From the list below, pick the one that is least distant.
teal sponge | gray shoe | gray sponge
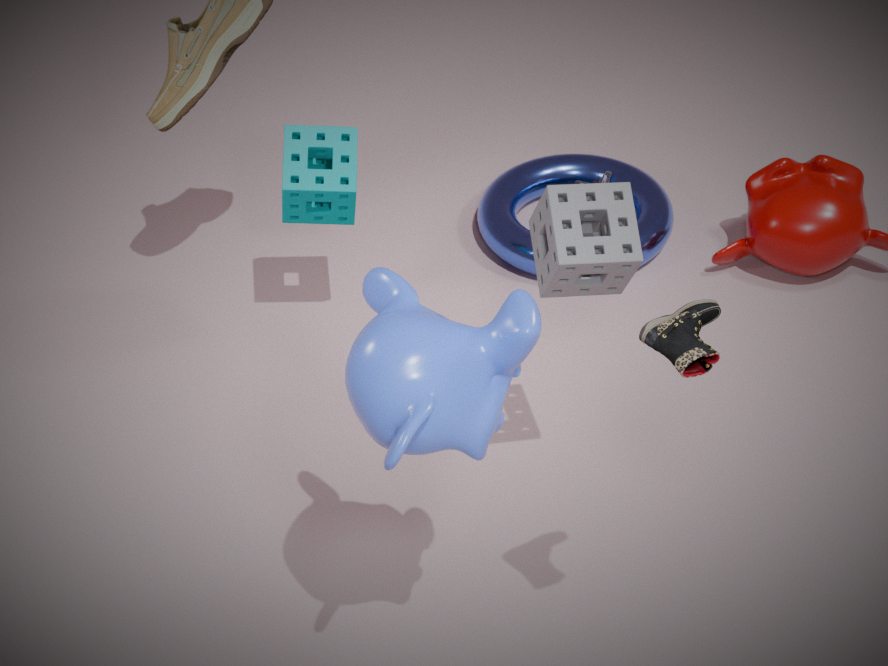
gray shoe
